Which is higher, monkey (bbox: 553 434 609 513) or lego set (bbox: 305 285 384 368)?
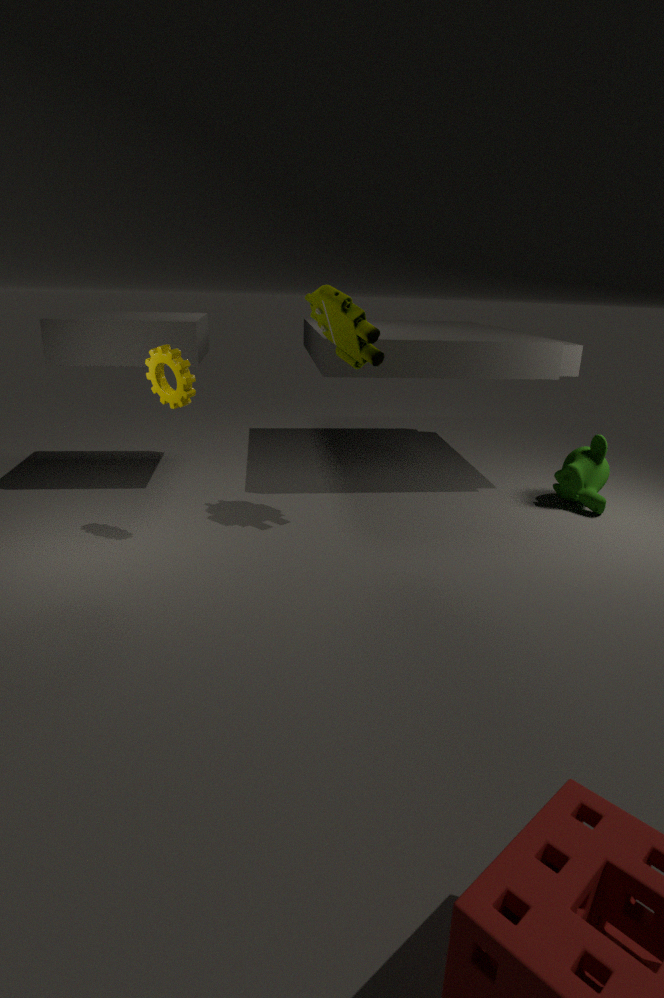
lego set (bbox: 305 285 384 368)
